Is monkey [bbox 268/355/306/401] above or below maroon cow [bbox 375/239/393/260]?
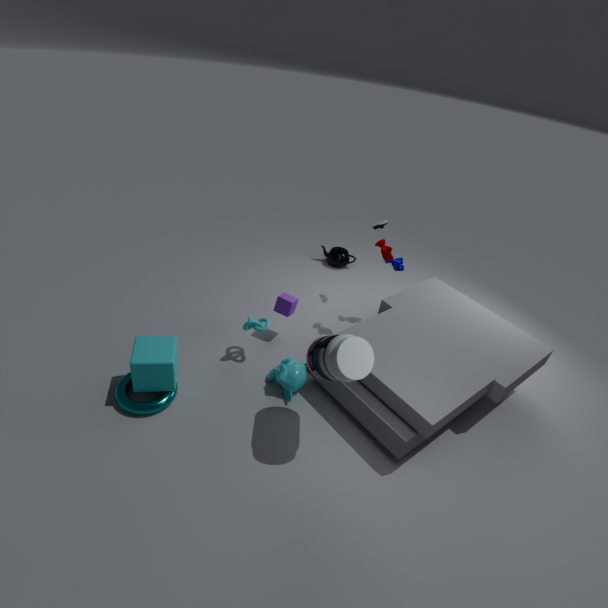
below
